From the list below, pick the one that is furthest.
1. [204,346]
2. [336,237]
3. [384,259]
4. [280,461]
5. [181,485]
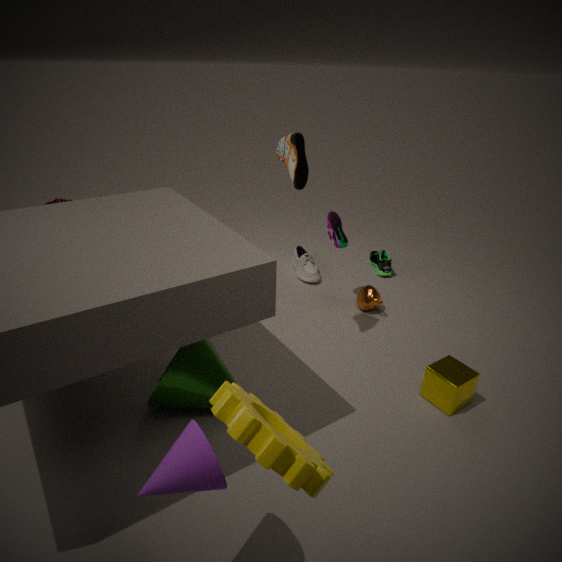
[384,259]
